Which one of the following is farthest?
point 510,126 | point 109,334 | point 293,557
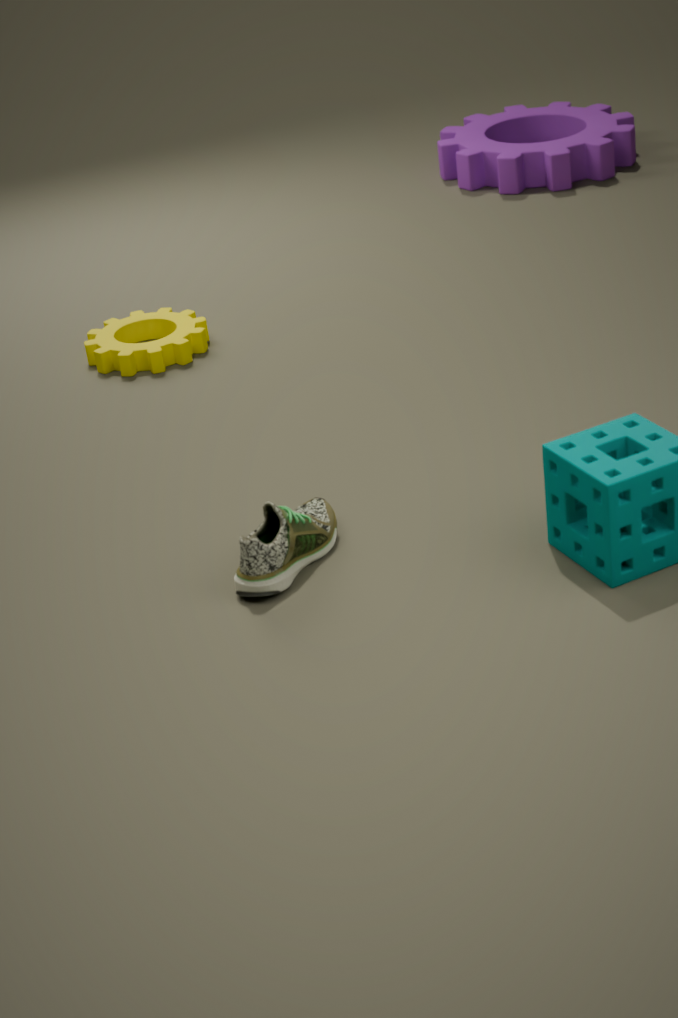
point 510,126
